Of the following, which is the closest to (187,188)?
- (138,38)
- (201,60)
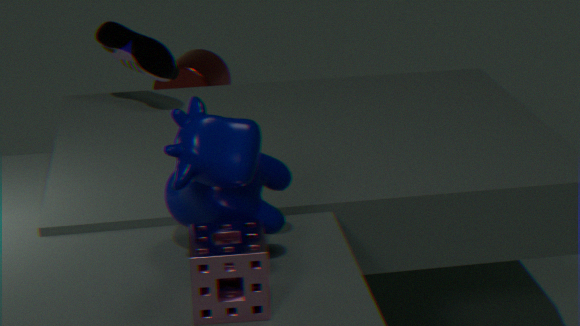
(138,38)
